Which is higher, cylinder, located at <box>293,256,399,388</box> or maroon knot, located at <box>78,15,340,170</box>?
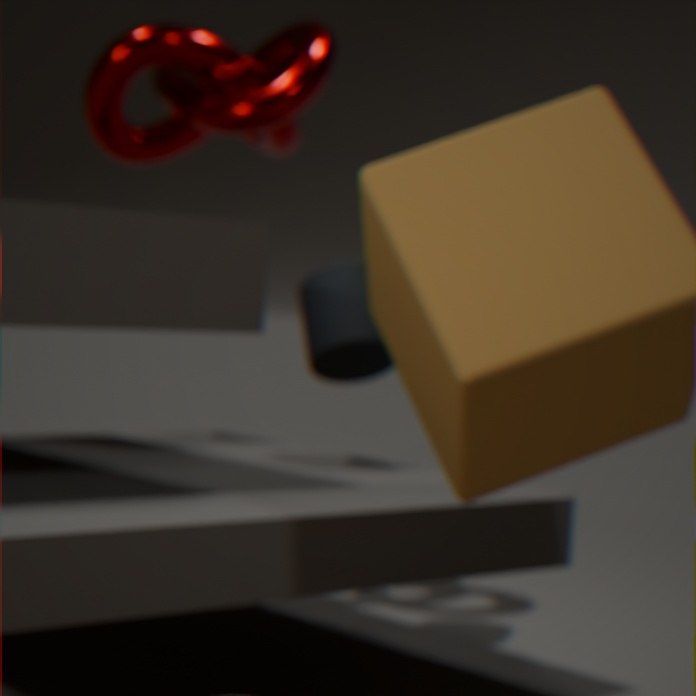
maroon knot, located at <box>78,15,340,170</box>
